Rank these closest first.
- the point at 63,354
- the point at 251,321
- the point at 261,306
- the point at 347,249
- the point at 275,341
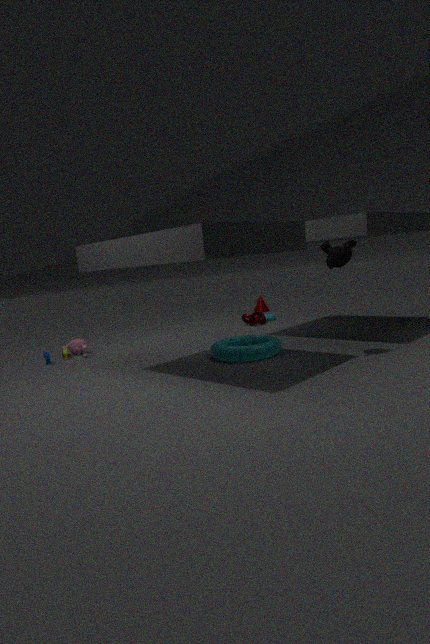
1. the point at 347,249
2. the point at 275,341
3. the point at 63,354
4. the point at 251,321
5. the point at 261,306
